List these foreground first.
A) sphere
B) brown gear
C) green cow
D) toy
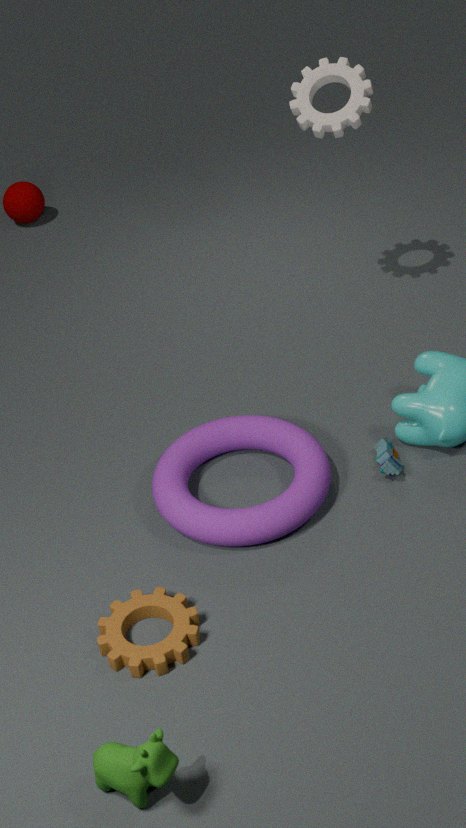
green cow, brown gear, toy, sphere
